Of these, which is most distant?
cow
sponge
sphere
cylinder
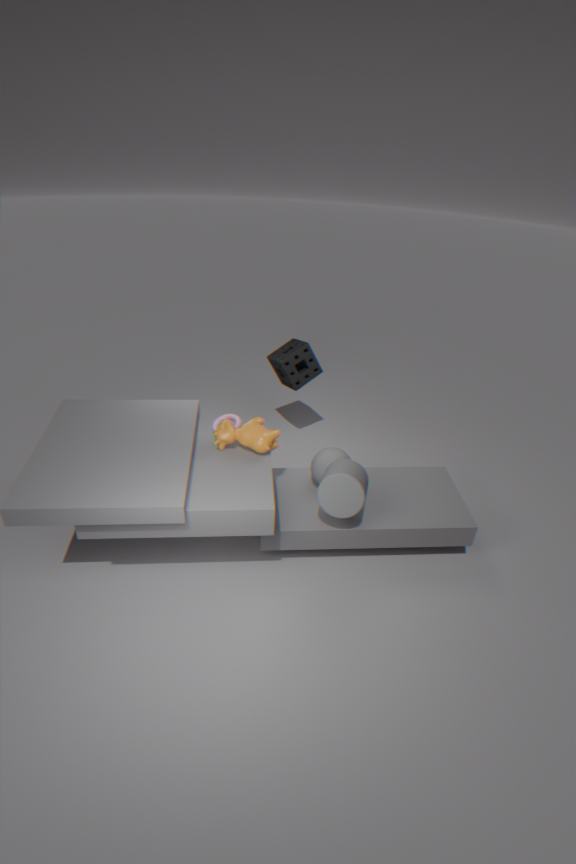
sponge
